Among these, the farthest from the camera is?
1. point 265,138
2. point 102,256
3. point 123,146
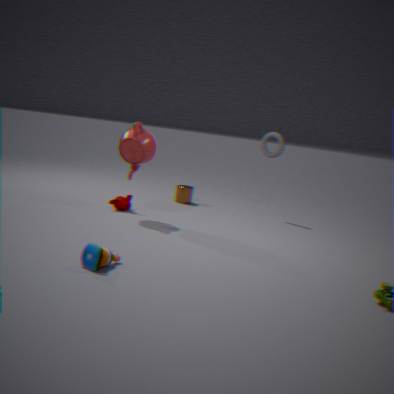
point 265,138
